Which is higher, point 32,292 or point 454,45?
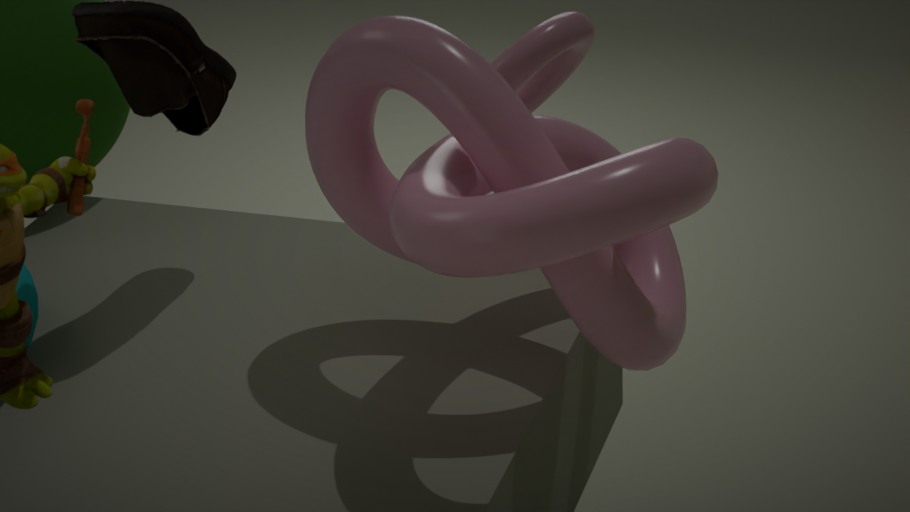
point 454,45
